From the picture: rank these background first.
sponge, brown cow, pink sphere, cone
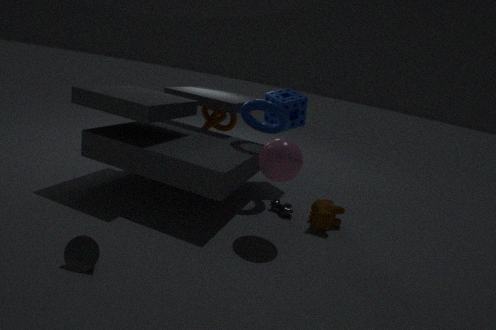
sponge
brown cow
pink sphere
cone
